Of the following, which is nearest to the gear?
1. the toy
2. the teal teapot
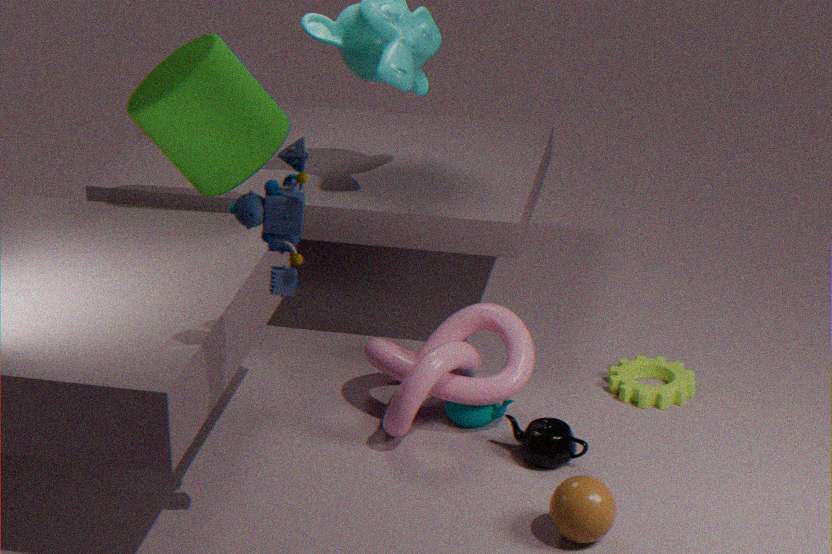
the teal teapot
